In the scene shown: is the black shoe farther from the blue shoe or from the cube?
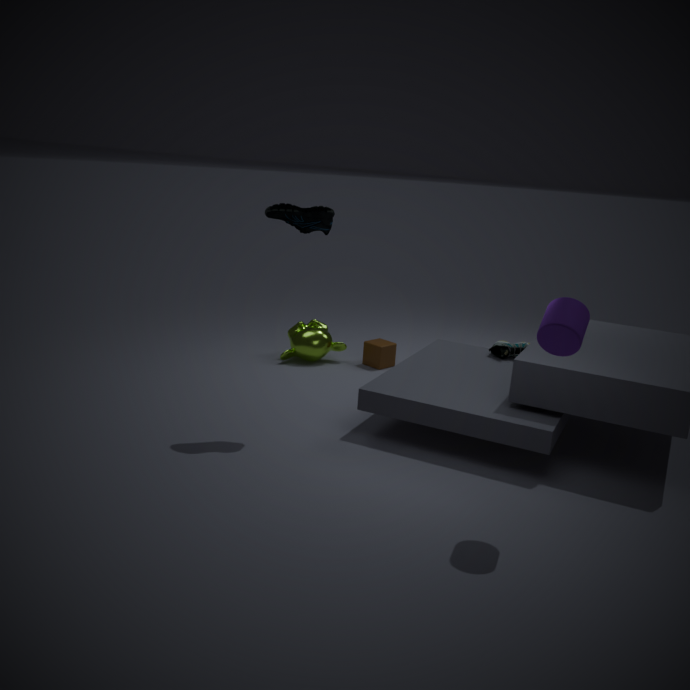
the blue shoe
